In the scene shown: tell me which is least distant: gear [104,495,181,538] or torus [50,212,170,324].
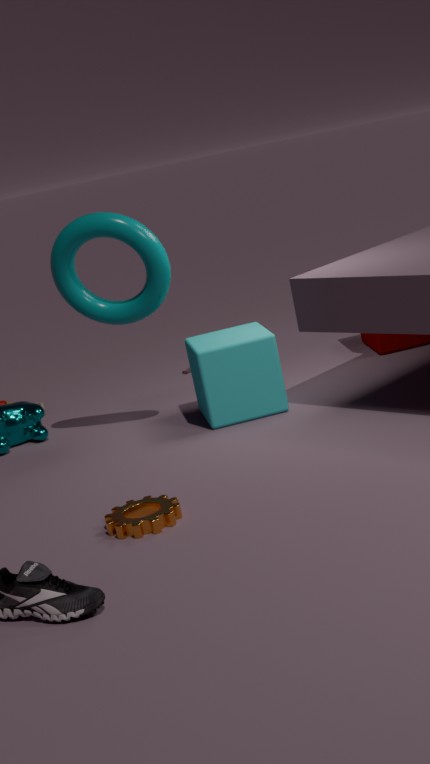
gear [104,495,181,538]
